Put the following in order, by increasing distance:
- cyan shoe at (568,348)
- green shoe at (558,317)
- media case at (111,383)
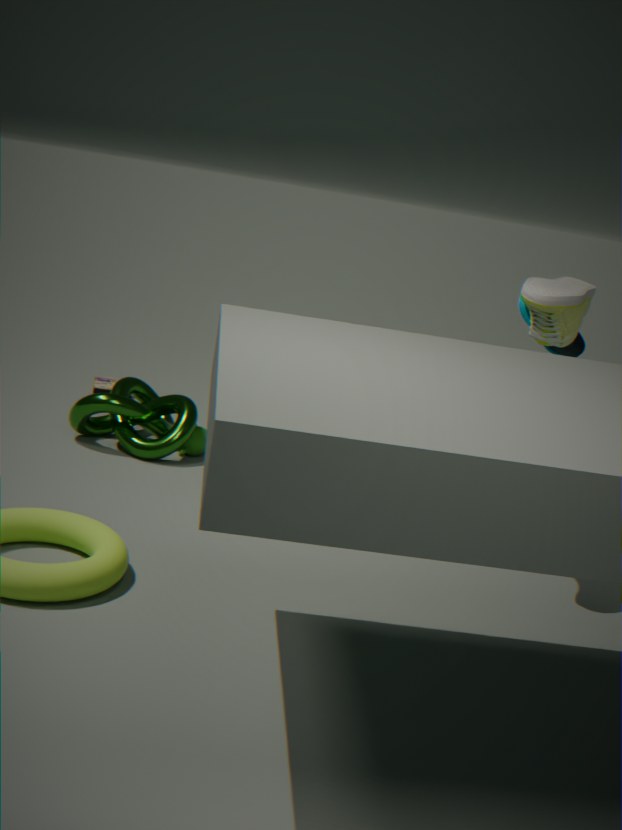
green shoe at (558,317) → cyan shoe at (568,348) → media case at (111,383)
